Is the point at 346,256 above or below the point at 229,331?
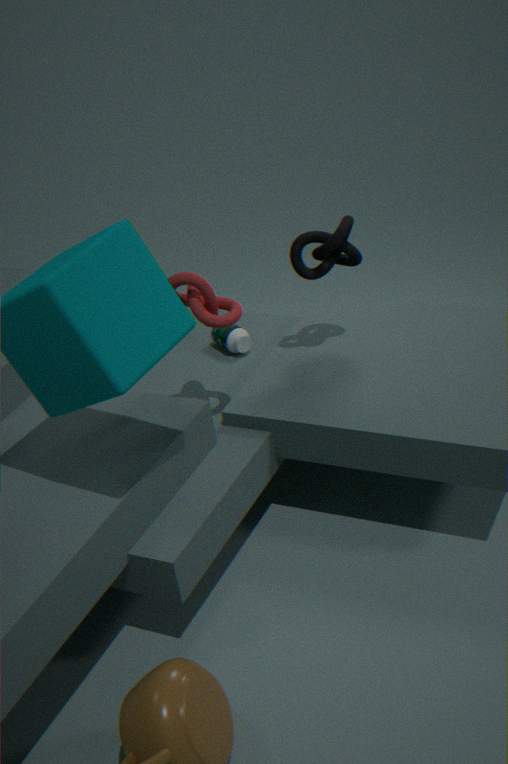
above
